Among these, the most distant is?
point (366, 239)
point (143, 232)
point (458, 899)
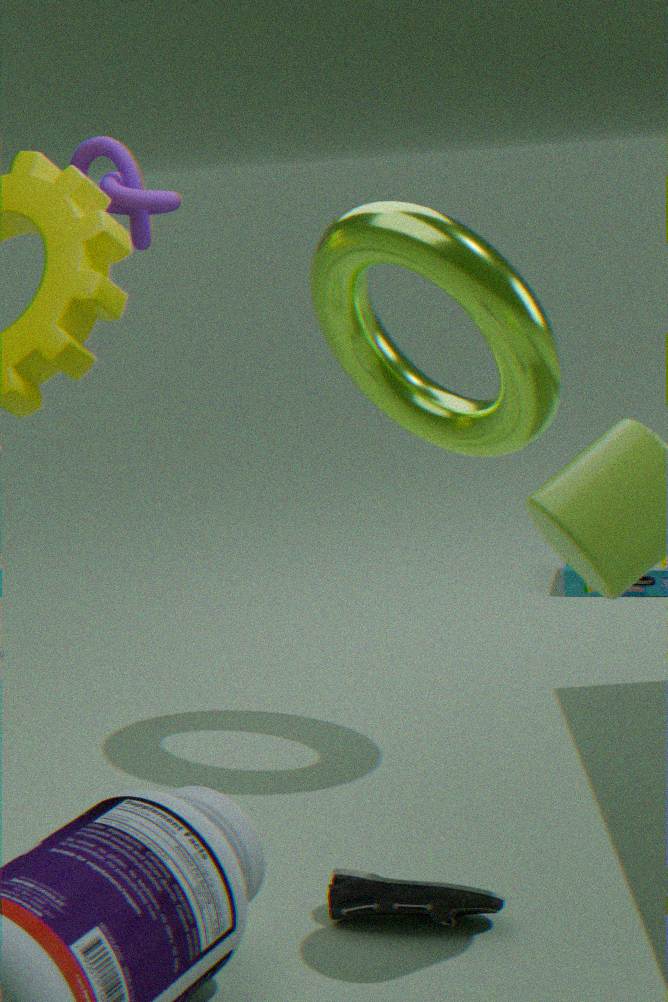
point (143, 232)
